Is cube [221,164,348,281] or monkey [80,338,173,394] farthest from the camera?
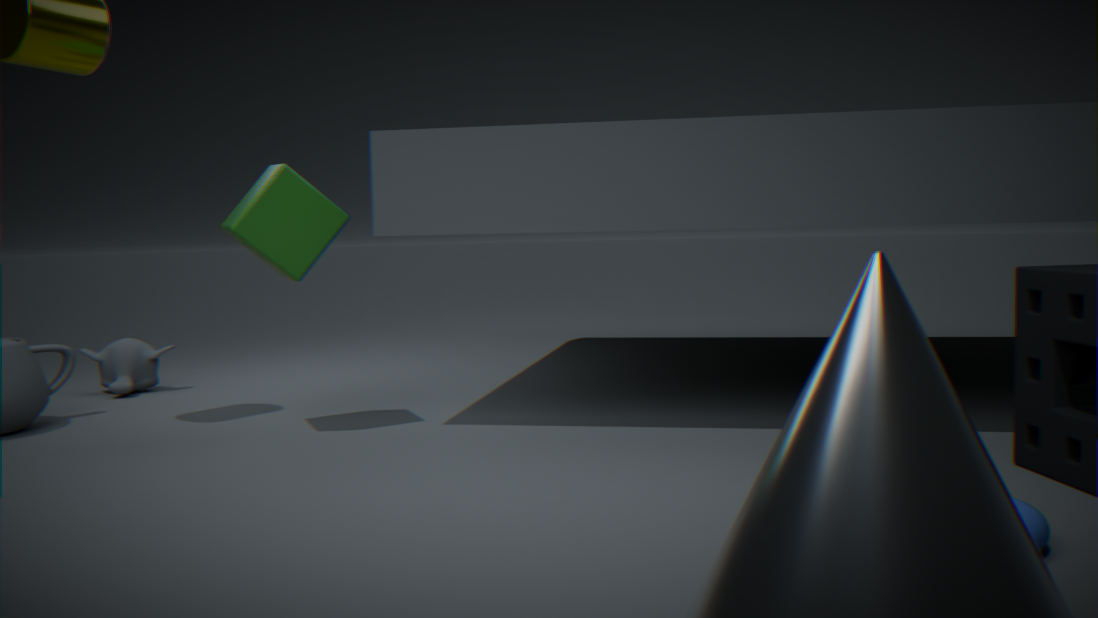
monkey [80,338,173,394]
